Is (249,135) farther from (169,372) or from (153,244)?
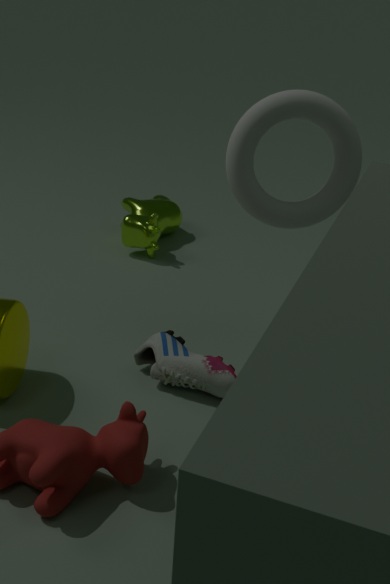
(153,244)
